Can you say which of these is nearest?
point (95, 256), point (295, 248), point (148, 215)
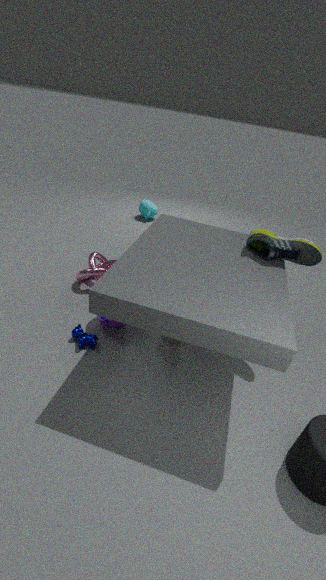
point (295, 248)
